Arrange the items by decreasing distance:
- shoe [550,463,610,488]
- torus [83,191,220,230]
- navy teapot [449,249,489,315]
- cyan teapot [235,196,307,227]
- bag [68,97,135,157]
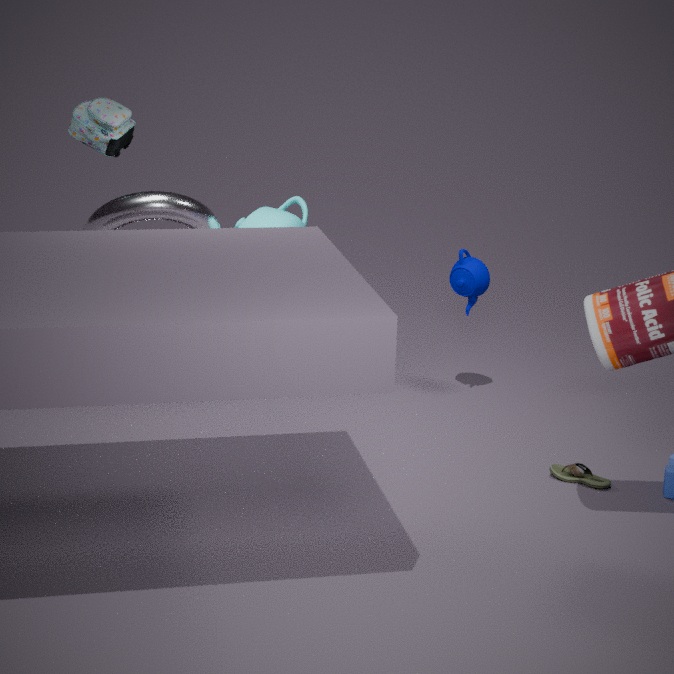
navy teapot [449,249,489,315] → cyan teapot [235,196,307,227] → bag [68,97,135,157] → torus [83,191,220,230] → shoe [550,463,610,488]
